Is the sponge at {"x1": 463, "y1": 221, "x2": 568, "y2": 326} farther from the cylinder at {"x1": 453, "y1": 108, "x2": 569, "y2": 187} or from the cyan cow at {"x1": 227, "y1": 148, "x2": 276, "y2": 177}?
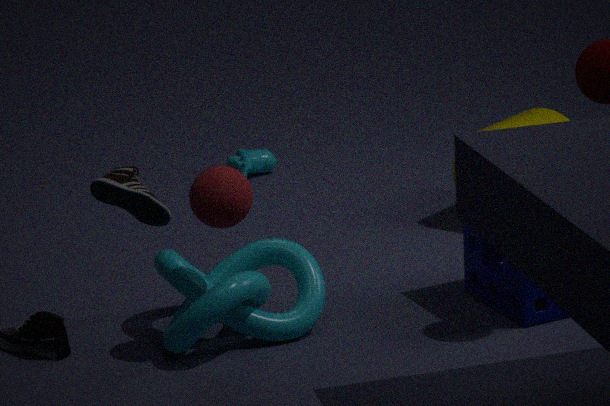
the cyan cow at {"x1": 227, "y1": 148, "x2": 276, "y2": 177}
